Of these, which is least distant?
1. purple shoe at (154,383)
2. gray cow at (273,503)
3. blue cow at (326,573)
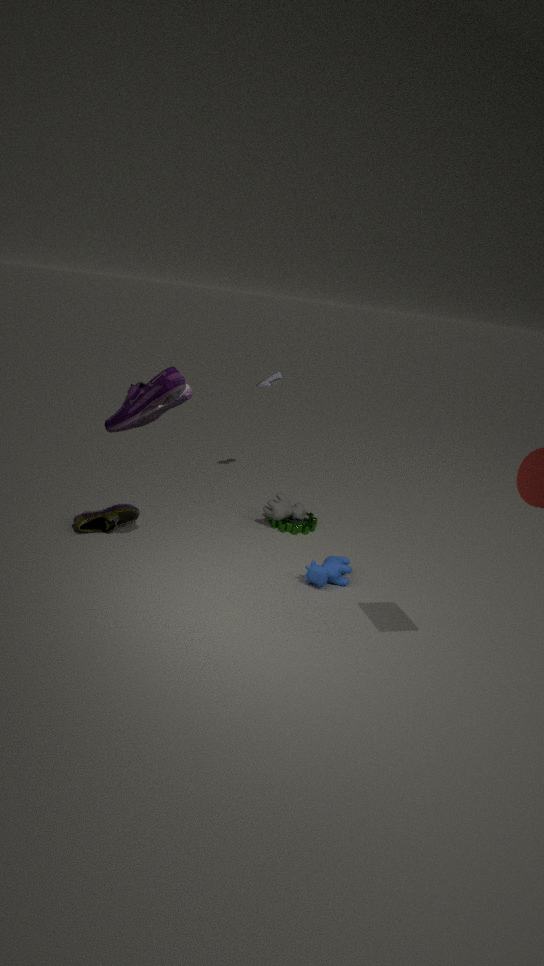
purple shoe at (154,383)
